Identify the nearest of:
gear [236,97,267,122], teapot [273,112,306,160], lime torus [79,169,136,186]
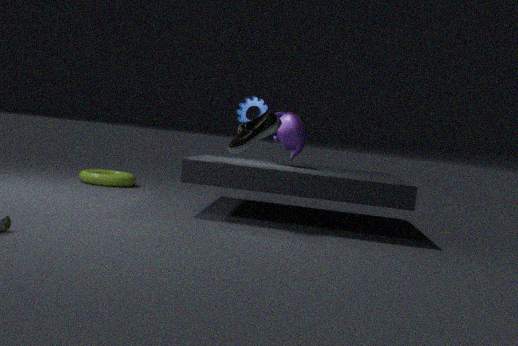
teapot [273,112,306,160]
